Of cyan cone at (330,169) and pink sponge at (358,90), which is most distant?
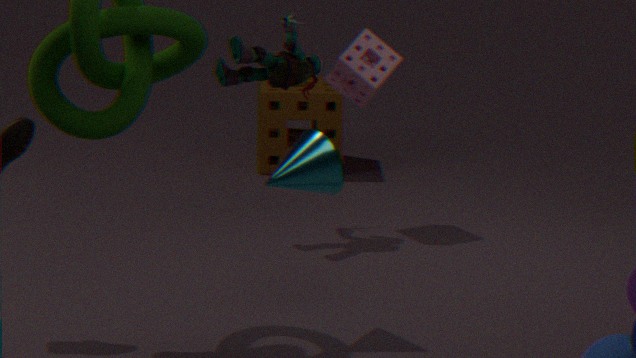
pink sponge at (358,90)
